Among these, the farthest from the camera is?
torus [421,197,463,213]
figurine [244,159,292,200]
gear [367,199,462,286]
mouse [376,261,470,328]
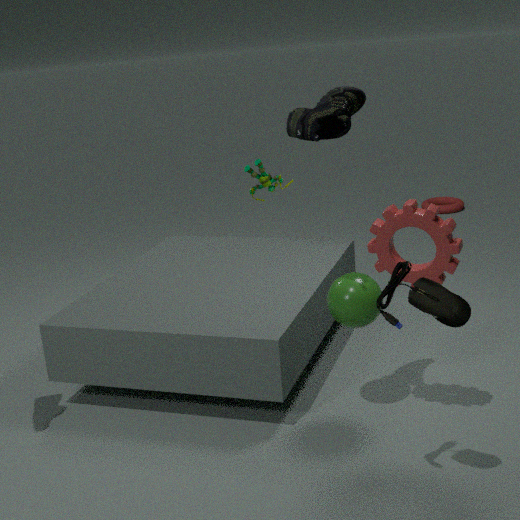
torus [421,197,463,213]
